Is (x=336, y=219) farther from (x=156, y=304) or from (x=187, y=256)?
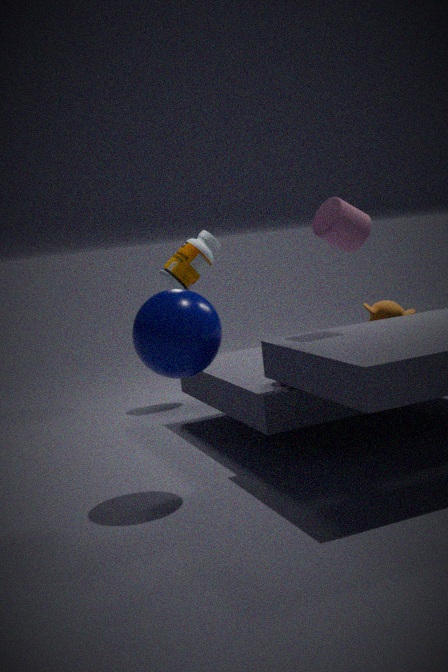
(x=187, y=256)
